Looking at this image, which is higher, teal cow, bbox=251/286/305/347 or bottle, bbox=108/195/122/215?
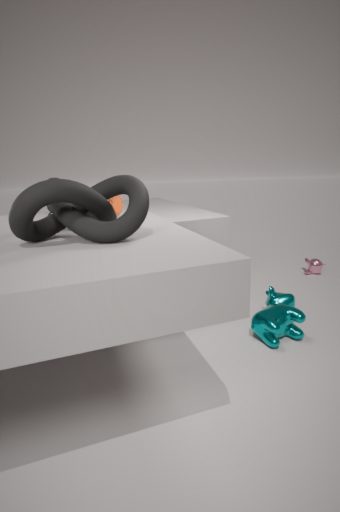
bottle, bbox=108/195/122/215
